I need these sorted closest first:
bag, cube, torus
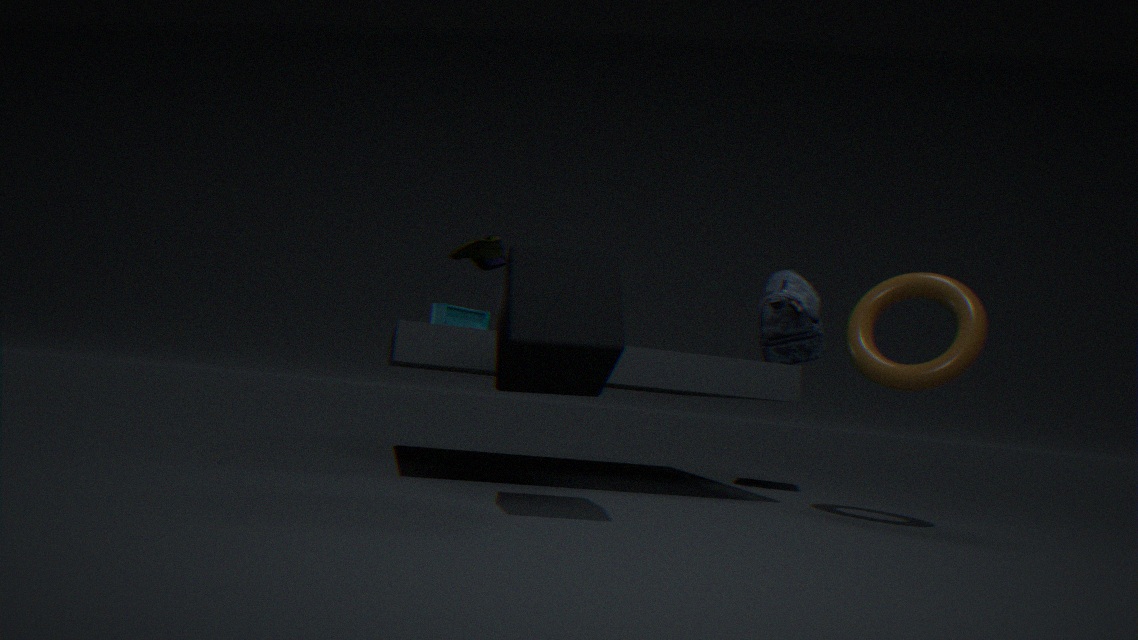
cube < torus < bag
